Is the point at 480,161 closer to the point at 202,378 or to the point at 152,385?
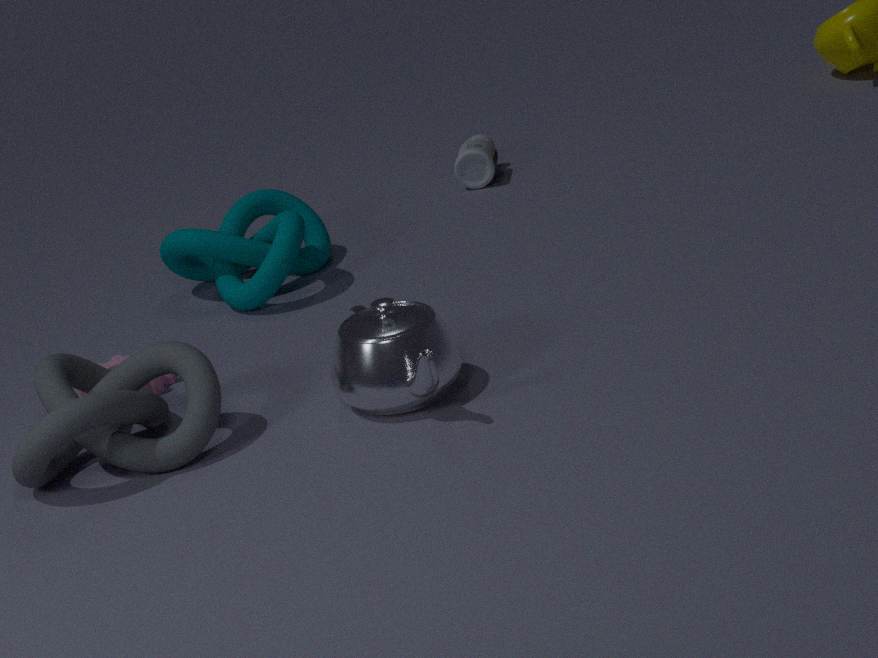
the point at 152,385
